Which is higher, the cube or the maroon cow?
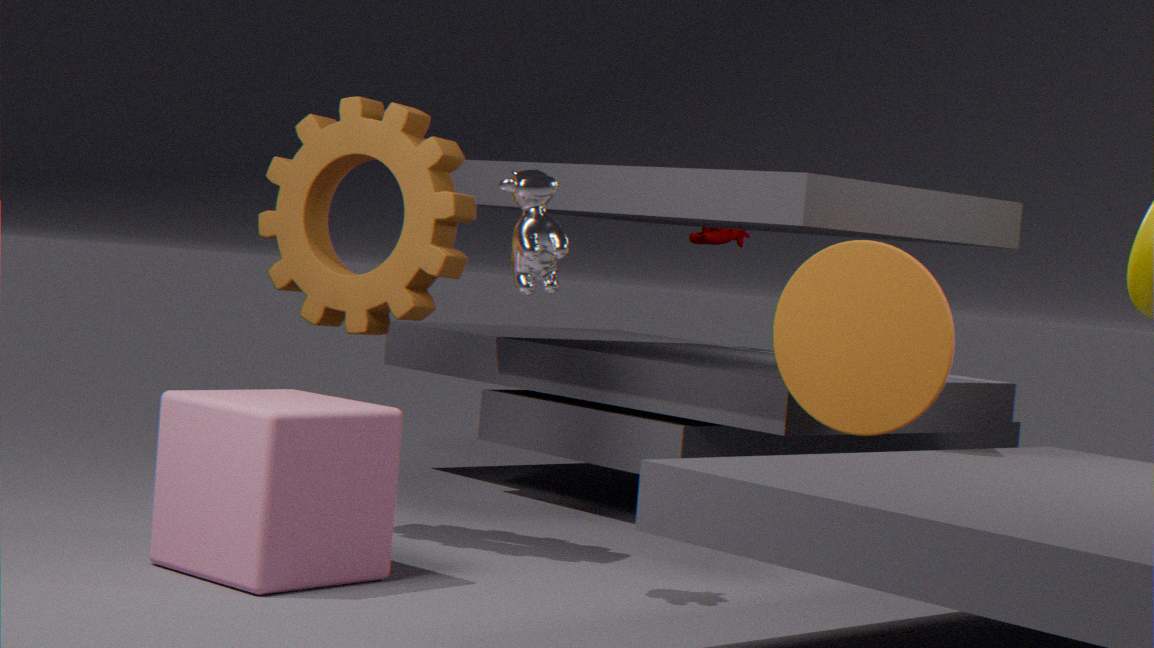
the maroon cow
